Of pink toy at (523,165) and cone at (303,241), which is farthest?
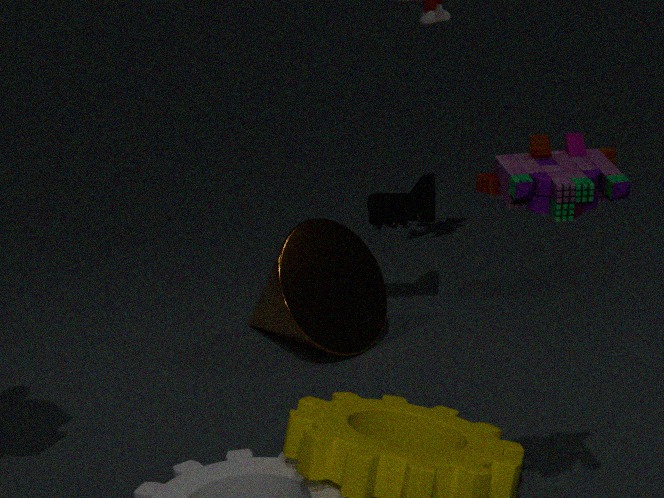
cone at (303,241)
